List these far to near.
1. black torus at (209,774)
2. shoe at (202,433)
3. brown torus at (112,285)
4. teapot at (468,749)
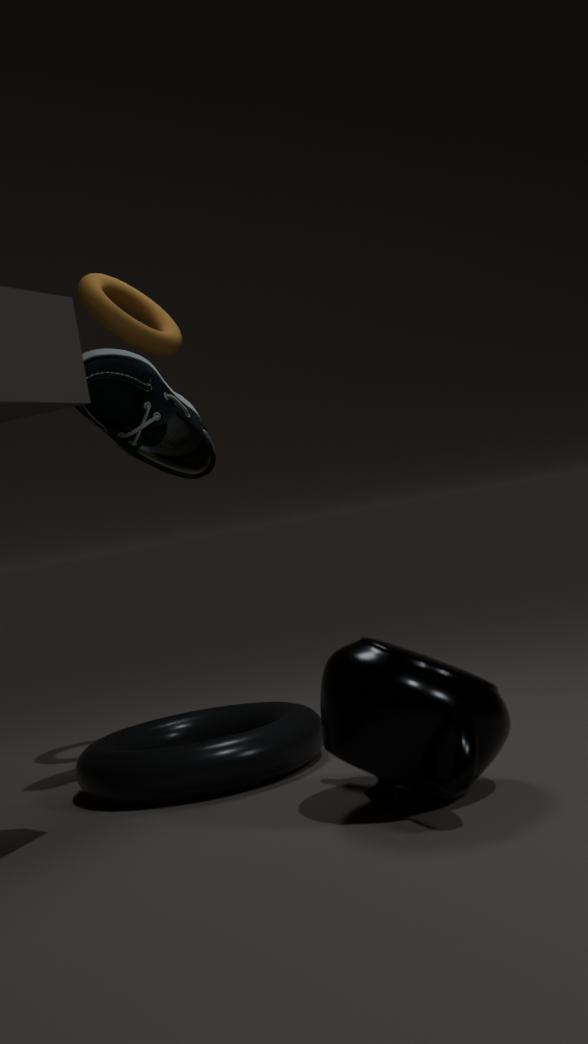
brown torus at (112,285) → shoe at (202,433) → black torus at (209,774) → teapot at (468,749)
